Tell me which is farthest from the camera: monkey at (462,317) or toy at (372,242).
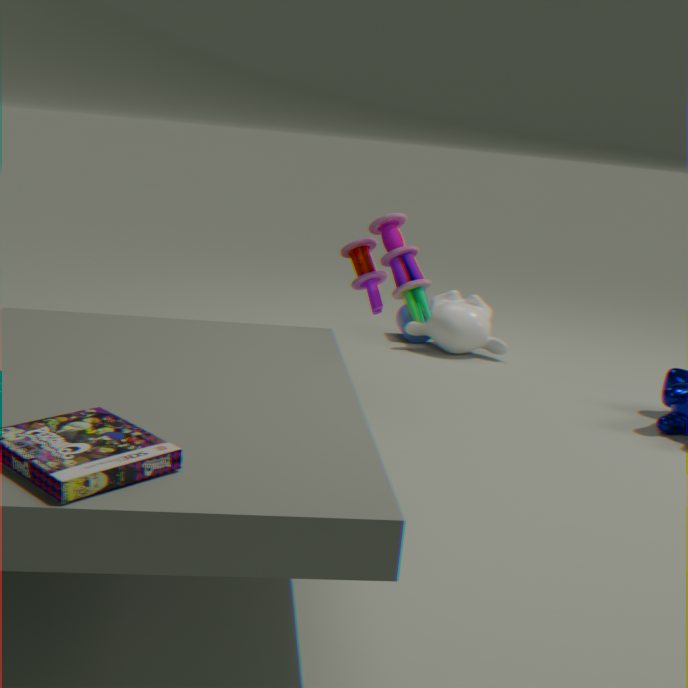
monkey at (462,317)
